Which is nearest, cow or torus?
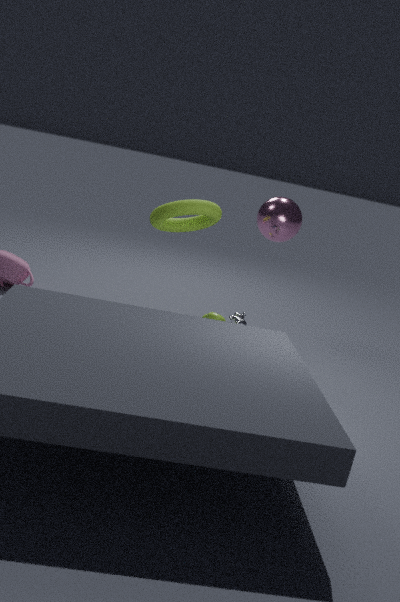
torus
